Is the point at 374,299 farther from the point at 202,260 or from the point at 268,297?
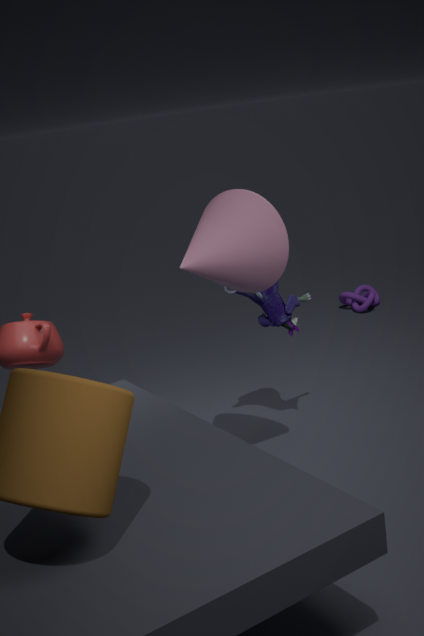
the point at 202,260
